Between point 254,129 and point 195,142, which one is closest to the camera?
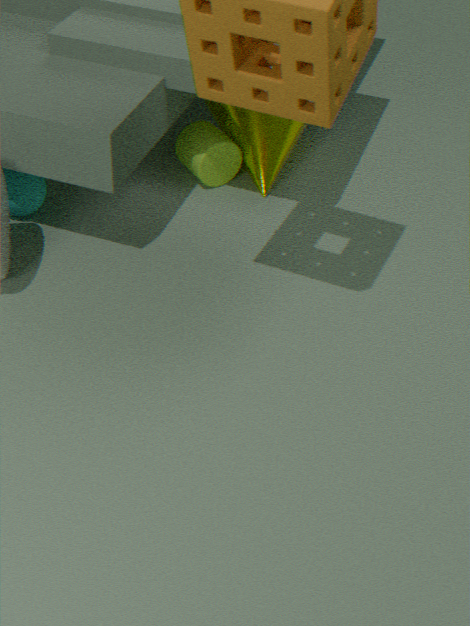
point 195,142
